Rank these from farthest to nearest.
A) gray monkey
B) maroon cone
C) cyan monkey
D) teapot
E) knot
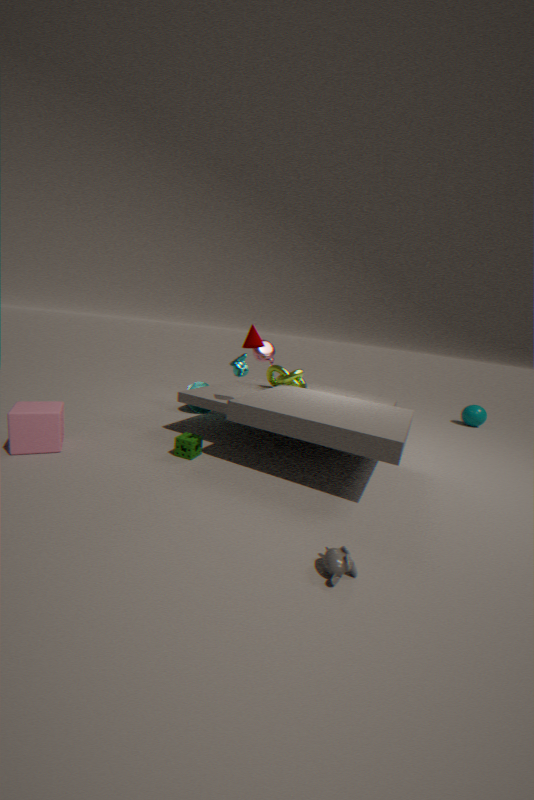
teapot
knot
maroon cone
cyan monkey
gray monkey
